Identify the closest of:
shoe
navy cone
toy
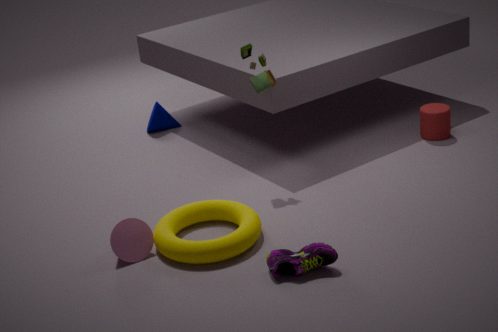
shoe
